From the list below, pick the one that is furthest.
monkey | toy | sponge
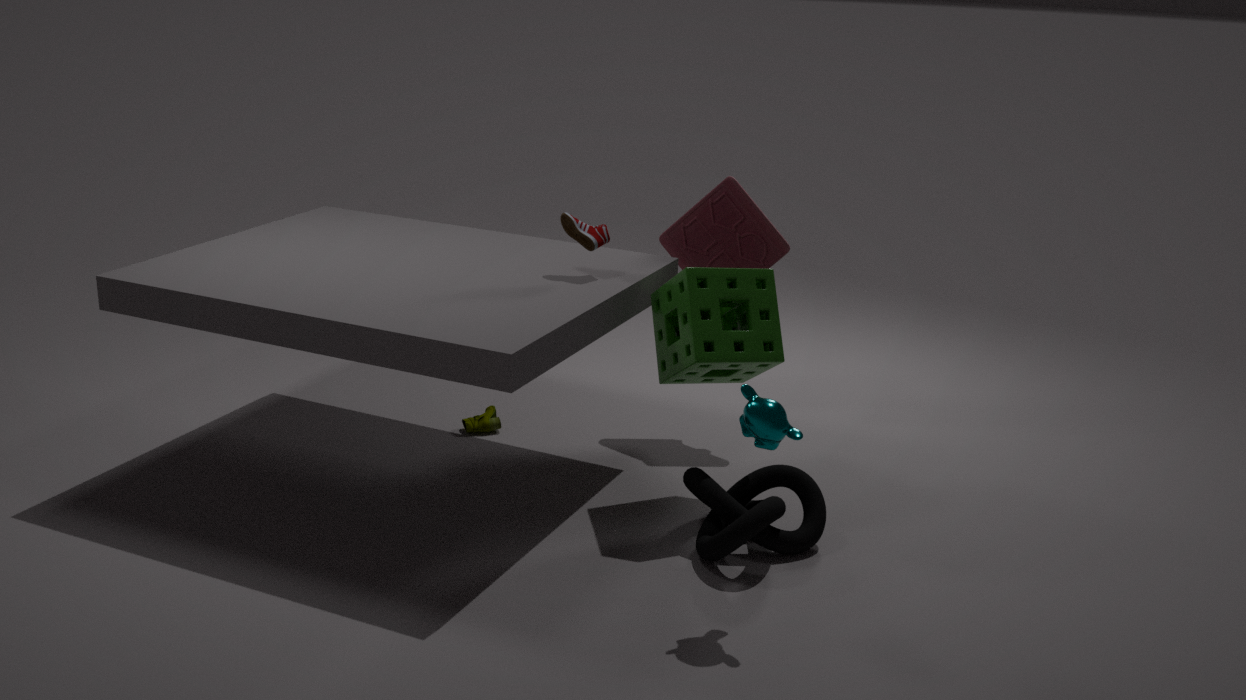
toy
